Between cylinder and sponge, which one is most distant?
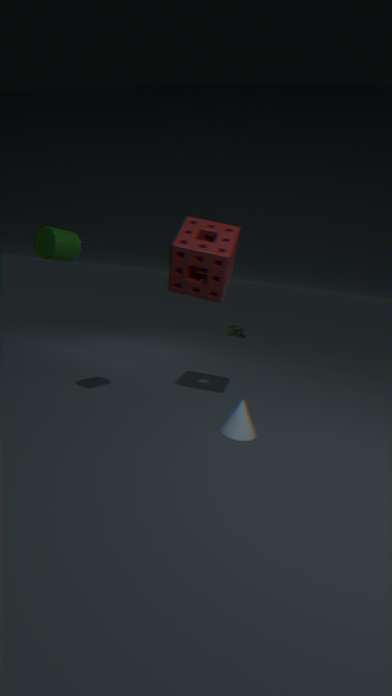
sponge
